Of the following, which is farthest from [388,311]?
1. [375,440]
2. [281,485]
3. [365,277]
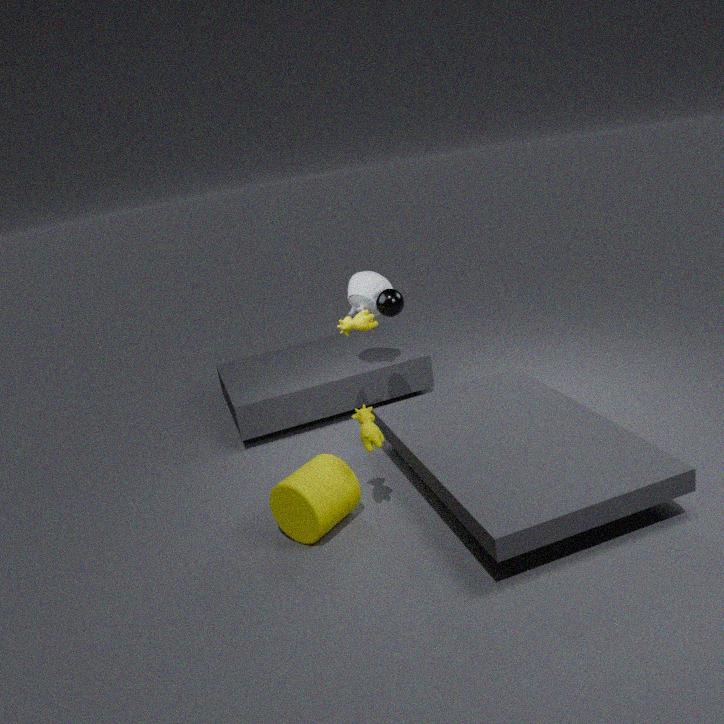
[281,485]
